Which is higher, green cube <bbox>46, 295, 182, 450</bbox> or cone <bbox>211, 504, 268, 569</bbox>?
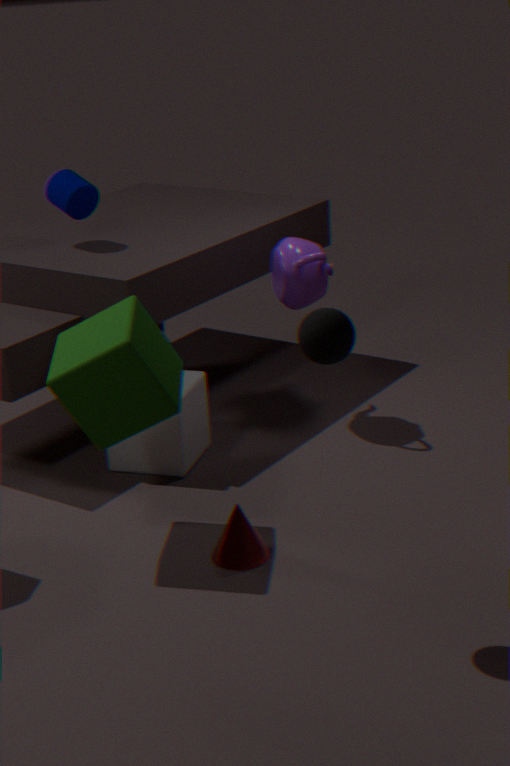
green cube <bbox>46, 295, 182, 450</bbox>
